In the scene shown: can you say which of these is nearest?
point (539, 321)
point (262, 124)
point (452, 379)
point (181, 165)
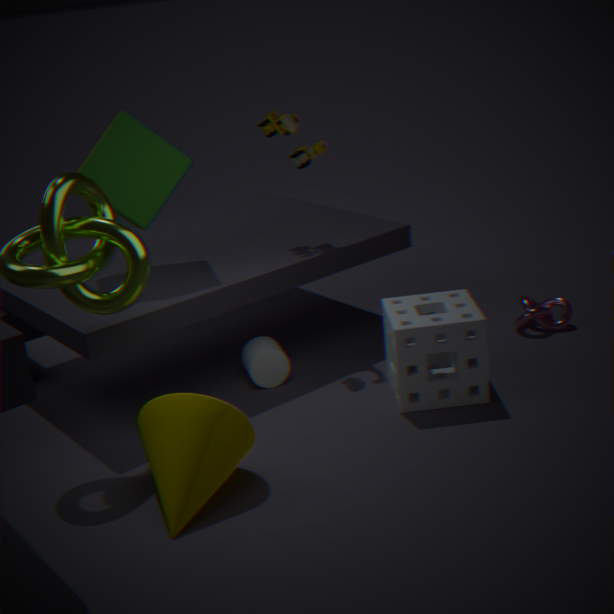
point (452, 379)
